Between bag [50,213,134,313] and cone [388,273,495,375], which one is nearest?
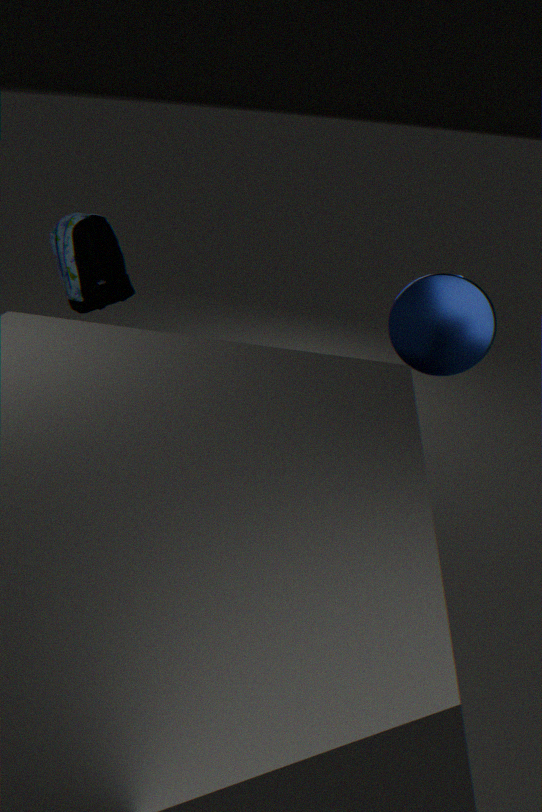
cone [388,273,495,375]
